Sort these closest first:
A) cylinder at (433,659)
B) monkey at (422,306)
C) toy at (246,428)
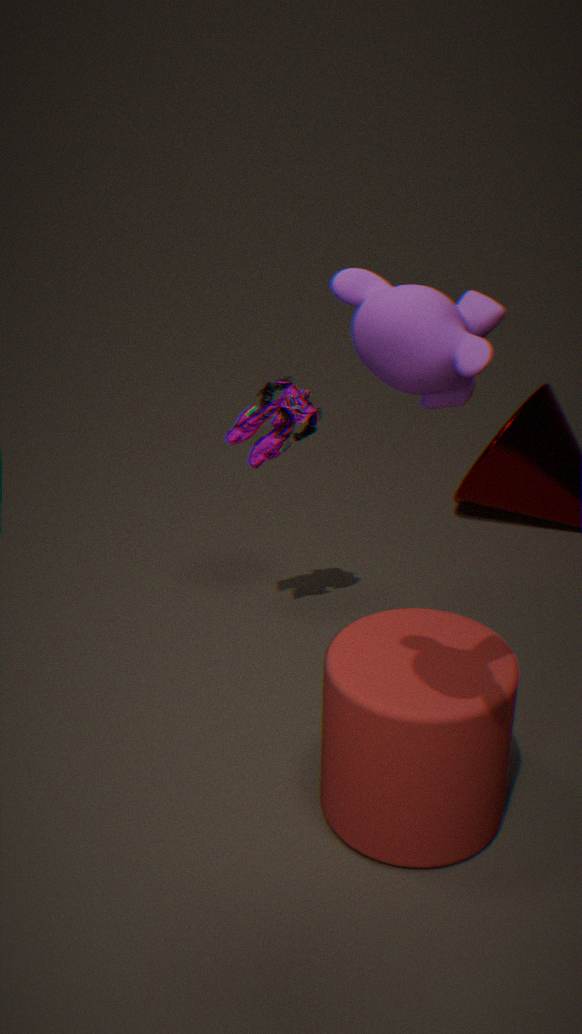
monkey at (422,306)
cylinder at (433,659)
toy at (246,428)
